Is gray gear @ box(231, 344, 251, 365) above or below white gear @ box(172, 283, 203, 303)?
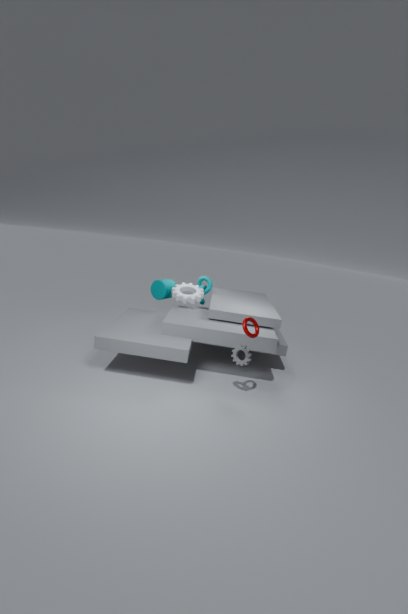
below
